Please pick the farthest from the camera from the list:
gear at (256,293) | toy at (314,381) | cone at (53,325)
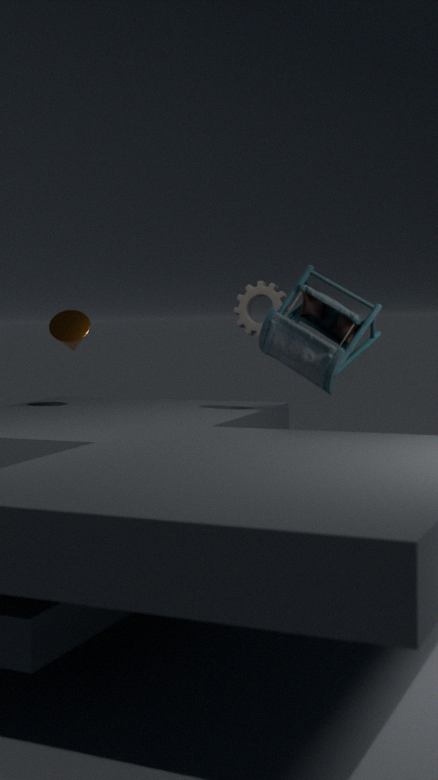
cone at (53,325)
